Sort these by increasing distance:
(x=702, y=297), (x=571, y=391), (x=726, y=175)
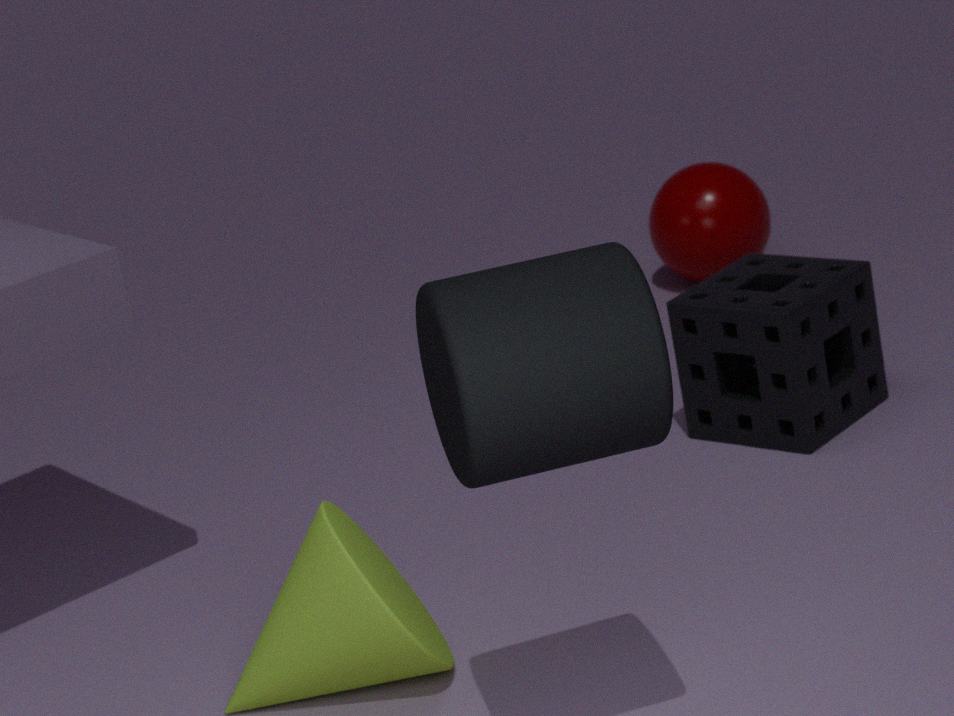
(x=571, y=391) < (x=702, y=297) < (x=726, y=175)
